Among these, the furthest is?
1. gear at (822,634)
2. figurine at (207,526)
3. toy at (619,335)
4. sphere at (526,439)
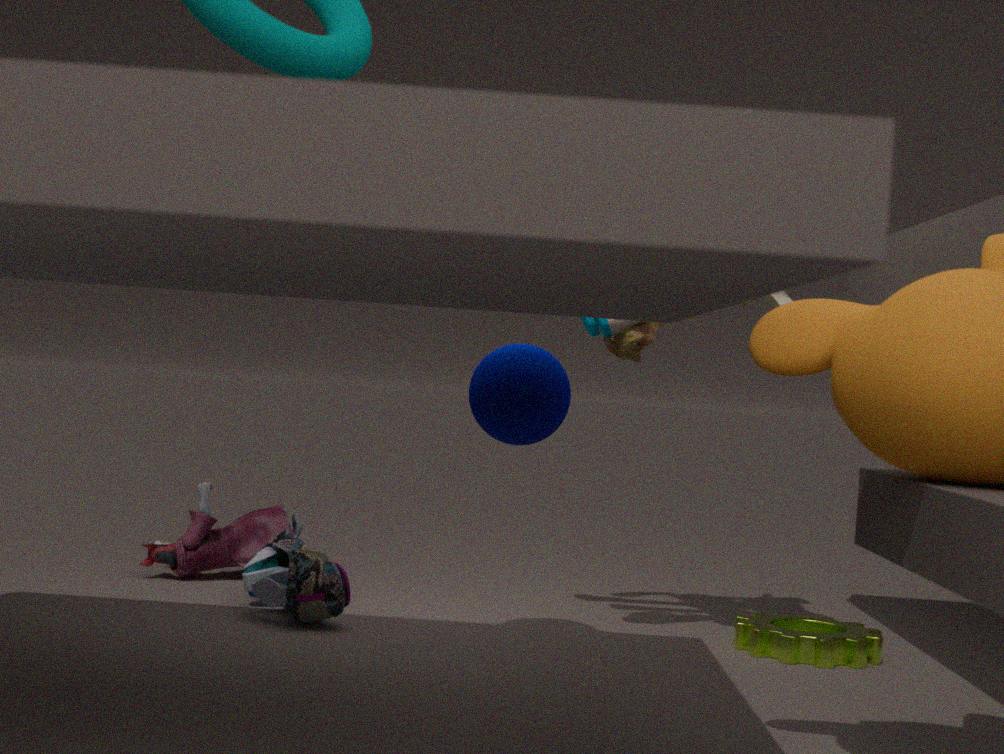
figurine at (207,526)
